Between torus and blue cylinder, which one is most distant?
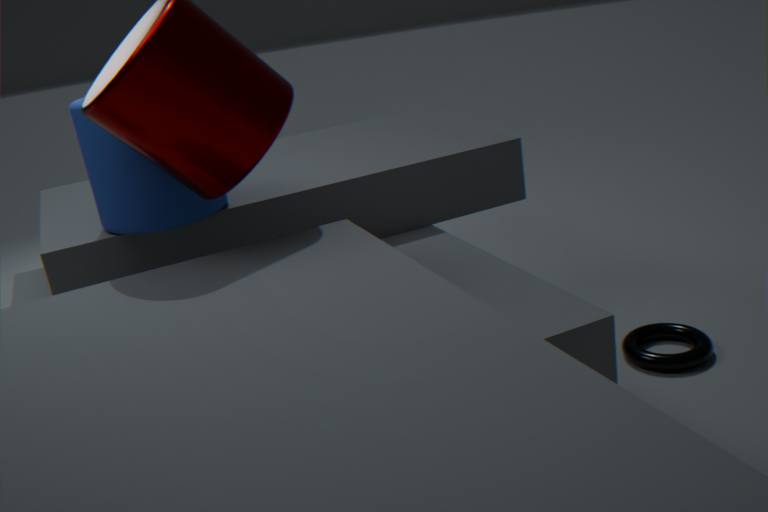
torus
